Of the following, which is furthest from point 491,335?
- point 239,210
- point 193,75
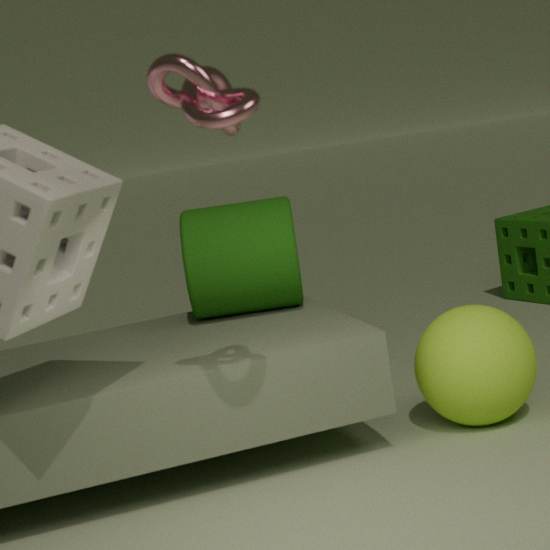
point 193,75
